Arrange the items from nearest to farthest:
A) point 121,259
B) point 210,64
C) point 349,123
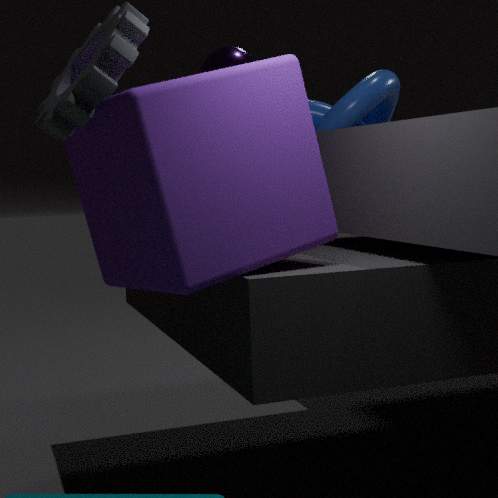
point 121,259, point 349,123, point 210,64
